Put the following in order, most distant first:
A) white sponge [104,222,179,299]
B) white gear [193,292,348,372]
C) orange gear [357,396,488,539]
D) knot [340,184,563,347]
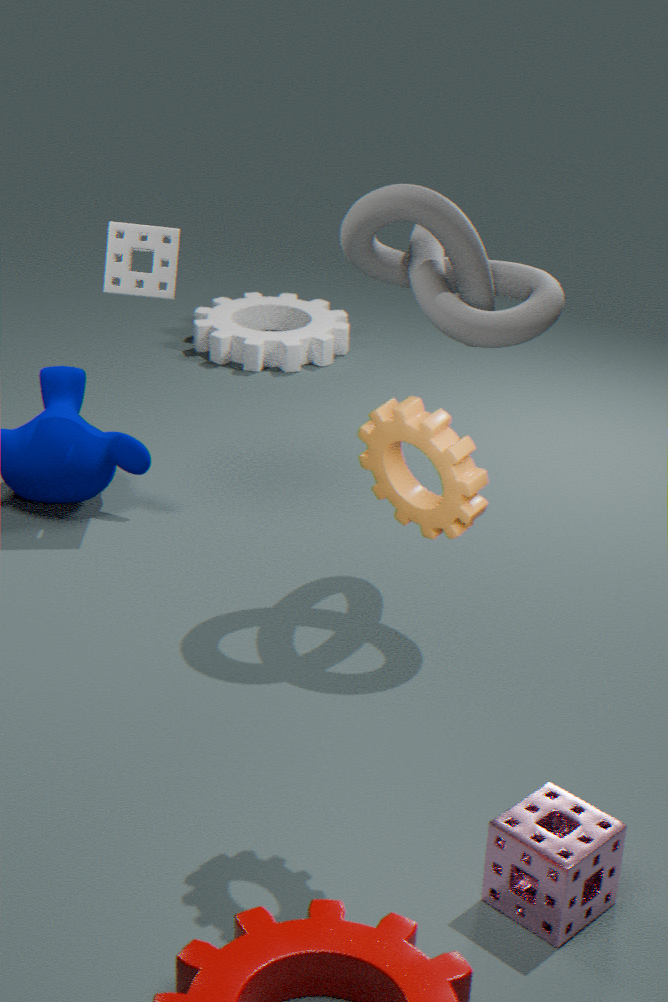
white gear [193,292,348,372]
white sponge [104,222,179,299]
knot [340,184,563,347]
orange gear [357,396,488,539]
